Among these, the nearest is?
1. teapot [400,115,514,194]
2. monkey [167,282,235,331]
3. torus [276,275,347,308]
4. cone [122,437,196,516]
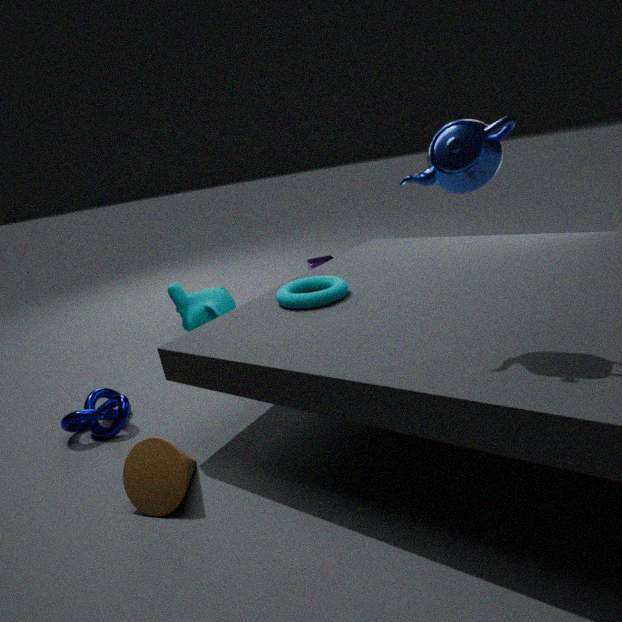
teapot [400,115,514,194]
